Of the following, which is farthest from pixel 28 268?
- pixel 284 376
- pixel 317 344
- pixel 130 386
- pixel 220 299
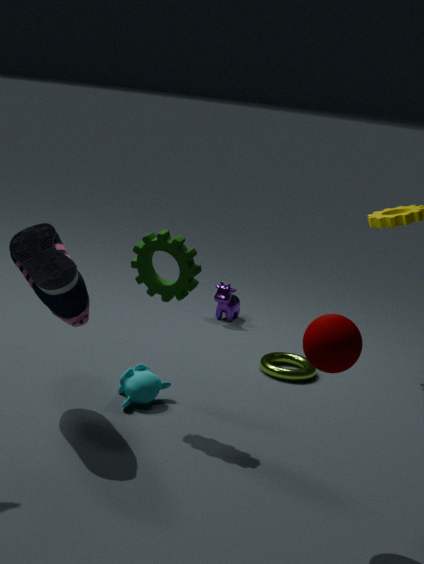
pixel 220 299
